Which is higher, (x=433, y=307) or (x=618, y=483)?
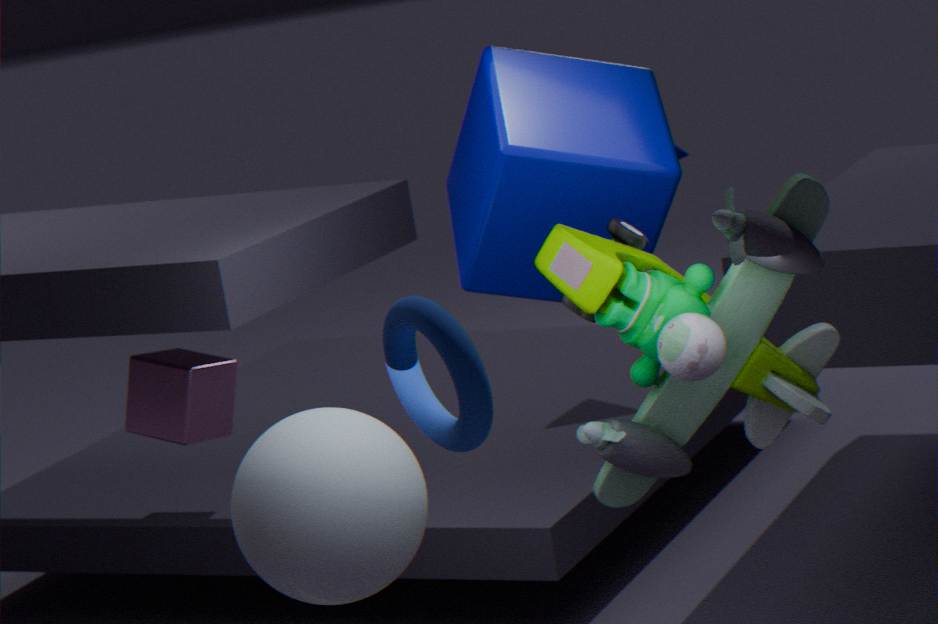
(x=433, y=307)
